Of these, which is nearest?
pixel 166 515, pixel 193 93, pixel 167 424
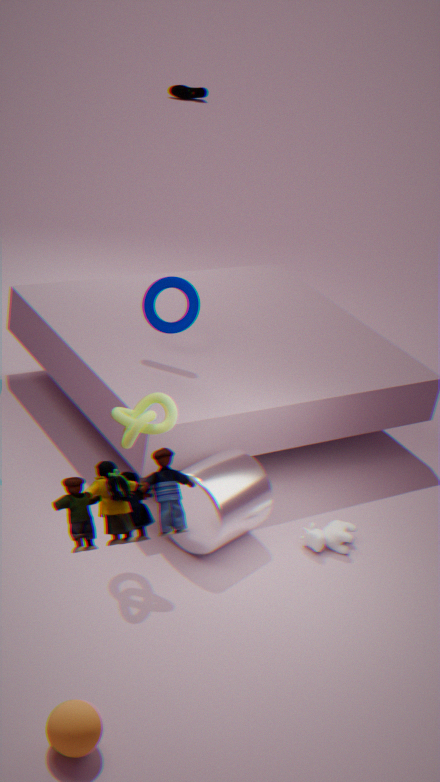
pixel 166 515
